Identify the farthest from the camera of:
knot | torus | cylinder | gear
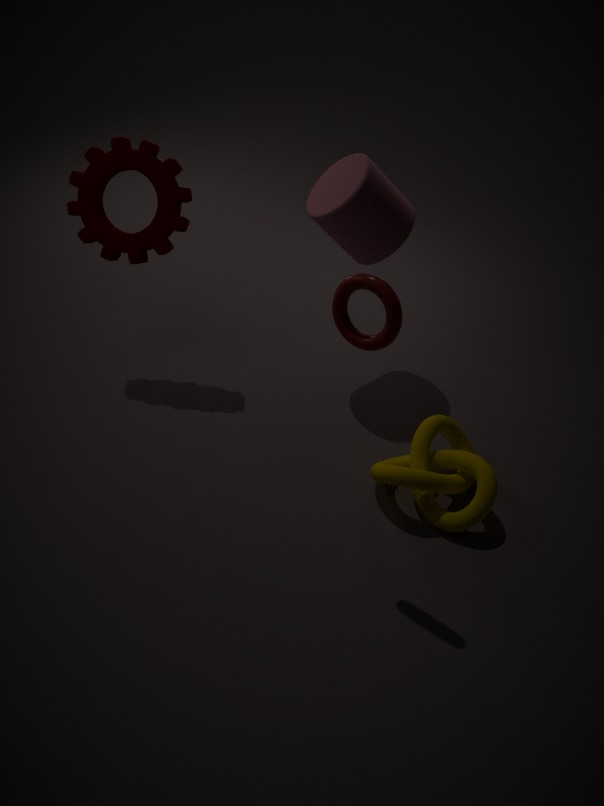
gear
